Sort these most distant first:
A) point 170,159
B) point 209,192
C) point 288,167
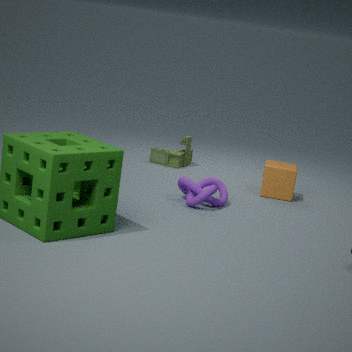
point 170,159
point 288,167
point 209,192
